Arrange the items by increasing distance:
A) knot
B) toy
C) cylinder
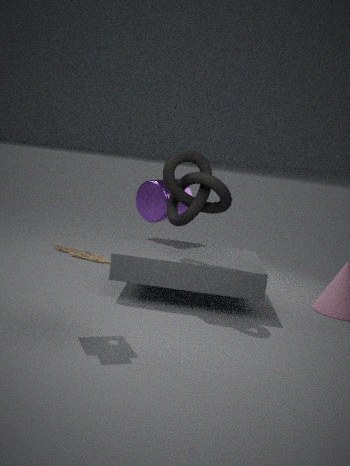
toy, knot, cylinder
